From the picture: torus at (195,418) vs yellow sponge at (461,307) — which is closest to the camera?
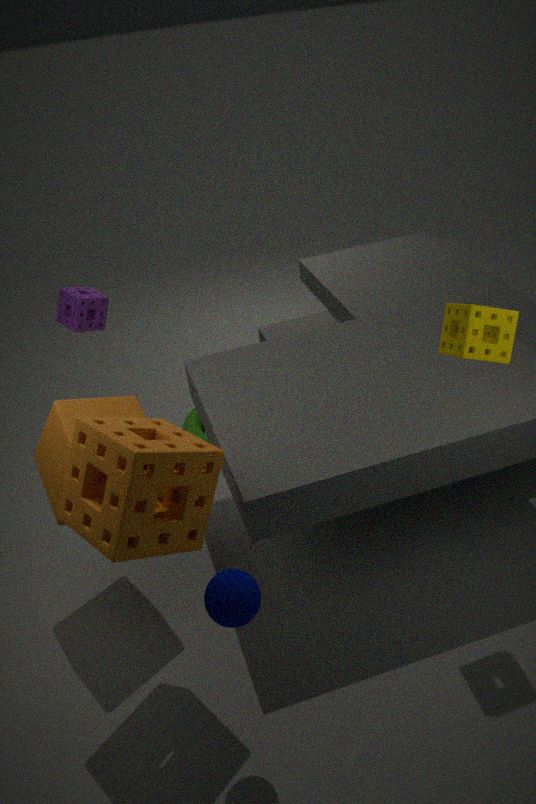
yellow sponge at (461,307)
